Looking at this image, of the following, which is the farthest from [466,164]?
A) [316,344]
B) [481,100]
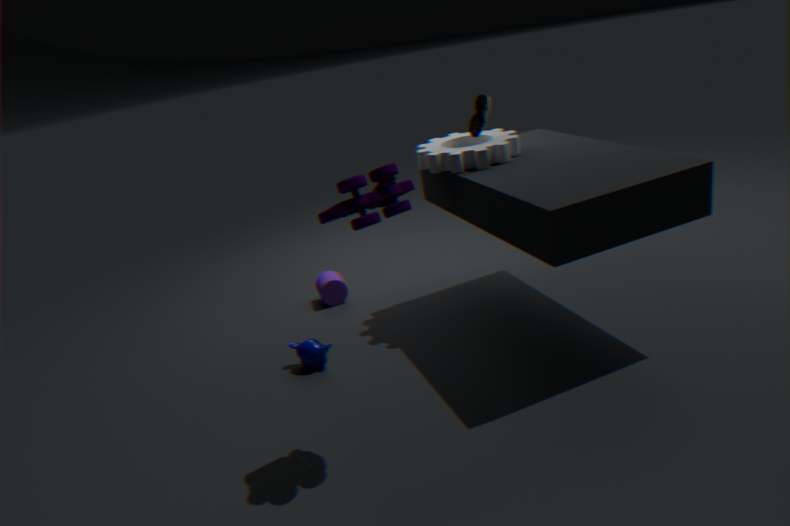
[316,344]
